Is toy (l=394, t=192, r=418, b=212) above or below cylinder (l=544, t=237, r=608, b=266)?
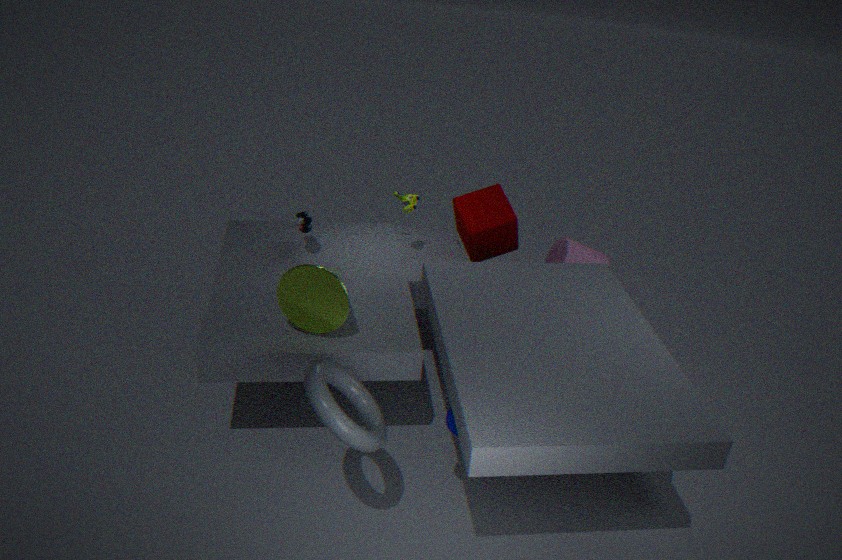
above
